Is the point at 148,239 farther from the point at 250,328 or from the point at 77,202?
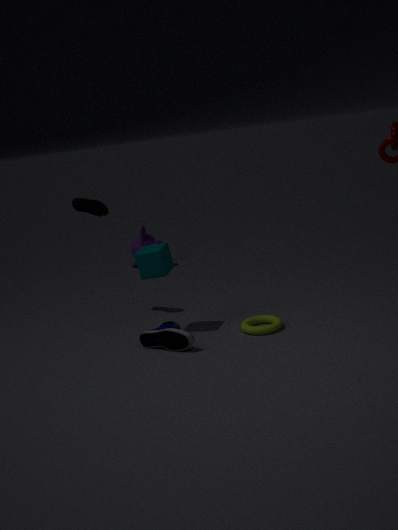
the point at 250,328
